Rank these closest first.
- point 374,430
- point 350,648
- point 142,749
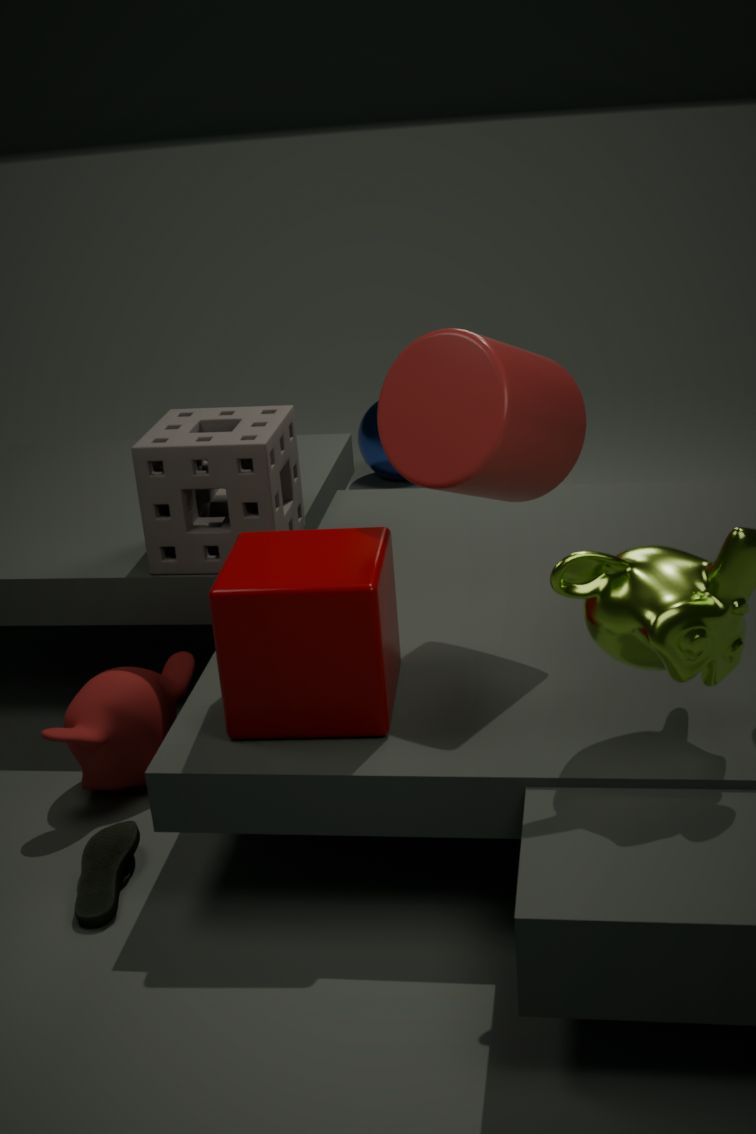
point 350,648 → point 142,749 → point 374,430
